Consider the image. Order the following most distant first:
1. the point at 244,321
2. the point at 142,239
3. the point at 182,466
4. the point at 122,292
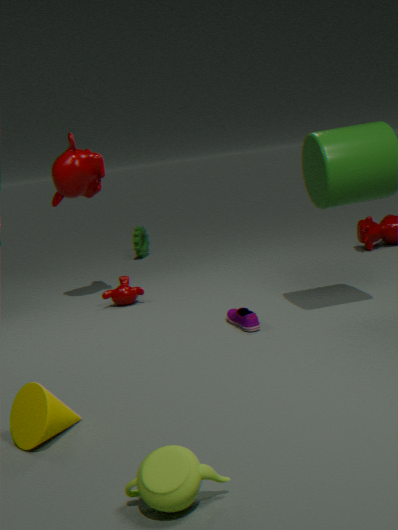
the point at 142,239
the point at 122,292
the point at 244,321
the point at 182,466
